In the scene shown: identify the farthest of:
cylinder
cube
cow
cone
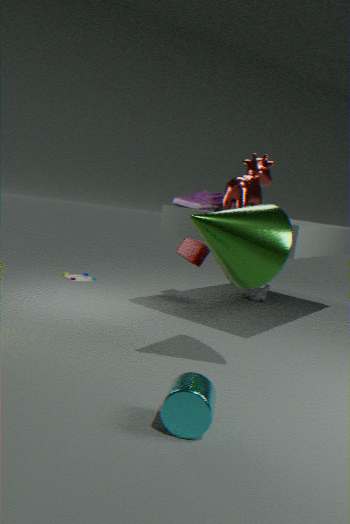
cube
